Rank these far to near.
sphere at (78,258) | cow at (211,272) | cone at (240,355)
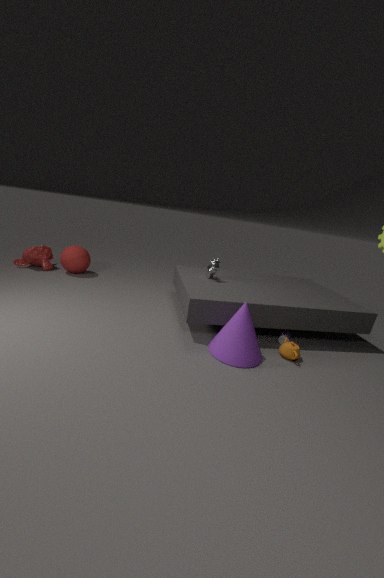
sphere at (78,258)
cow at (211,272)
cone at (240,355)
